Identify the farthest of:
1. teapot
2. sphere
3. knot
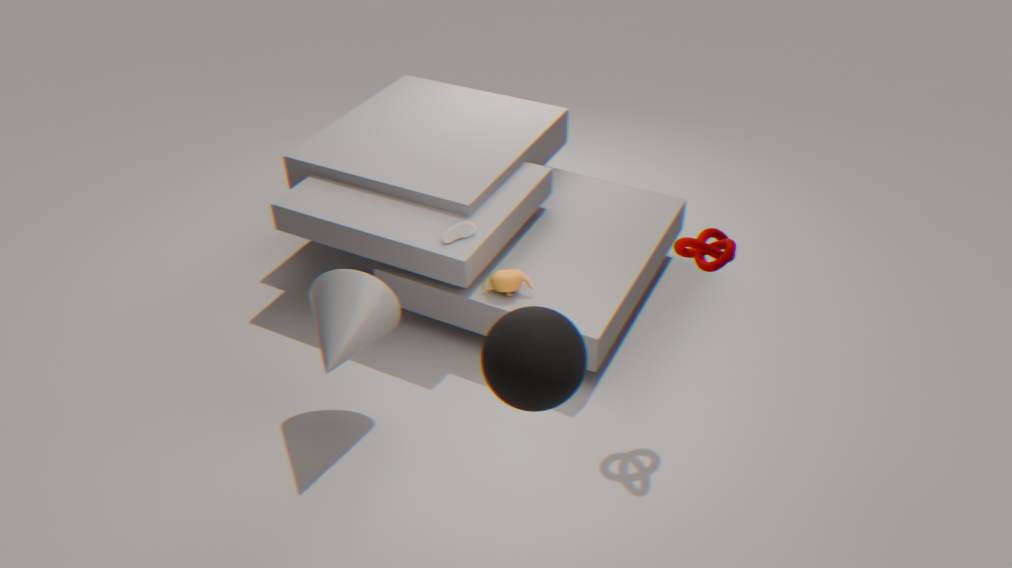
teapot
